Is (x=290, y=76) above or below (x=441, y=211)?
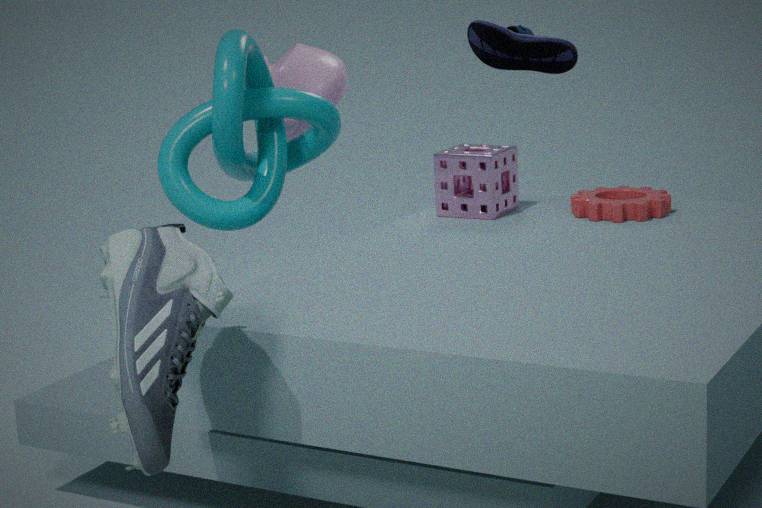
above
